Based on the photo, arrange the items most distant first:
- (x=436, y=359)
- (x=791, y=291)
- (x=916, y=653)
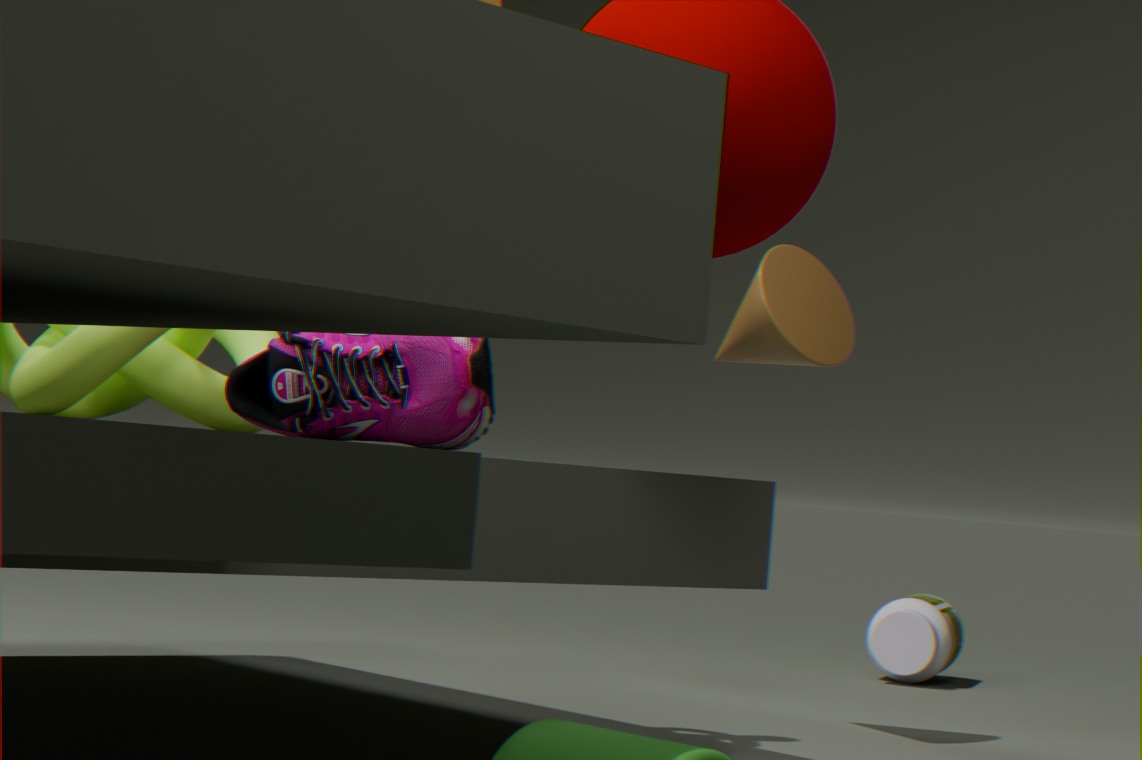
(x=916, y=653) → (x=791, y=291) → (x=436, y=359)
